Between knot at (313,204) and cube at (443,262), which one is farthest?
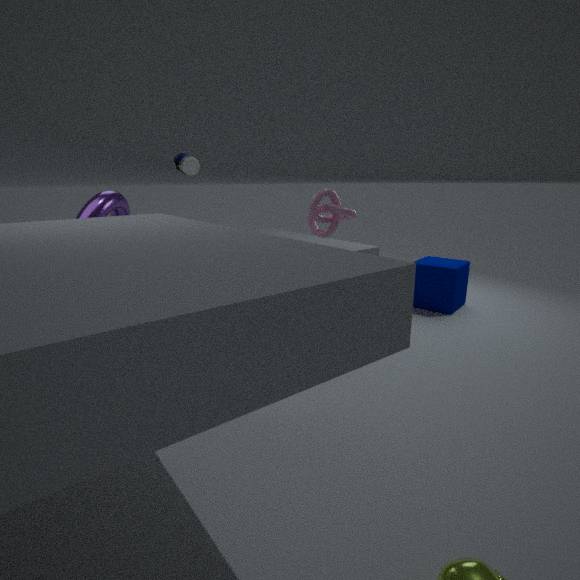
cube at (443,262)
